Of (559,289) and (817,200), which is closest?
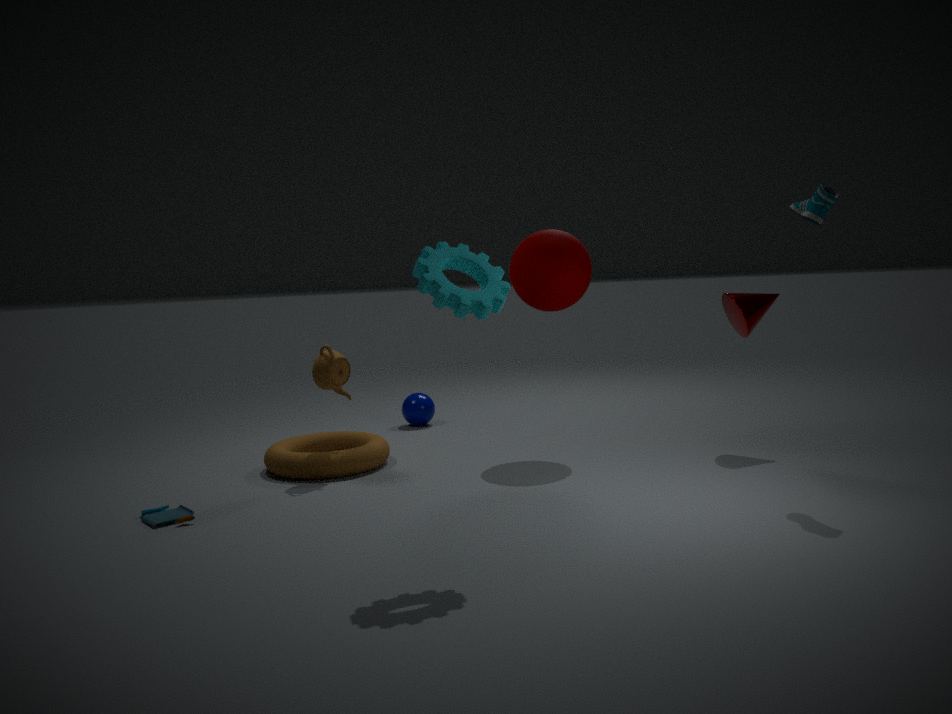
(817,200)
